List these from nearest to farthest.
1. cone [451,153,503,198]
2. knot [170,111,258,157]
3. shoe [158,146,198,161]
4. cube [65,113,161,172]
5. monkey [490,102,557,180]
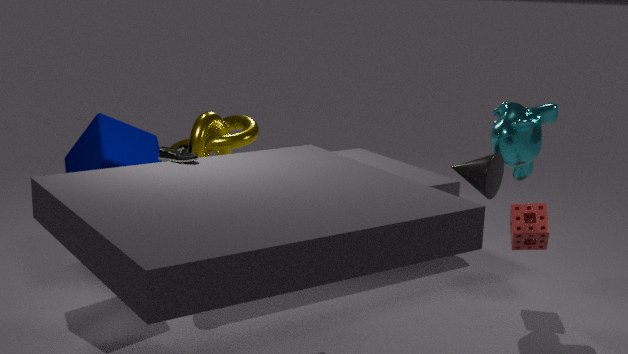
shoe [158,146,198,161] < cone [451,153,503,198] < monkey [490,102,557,180] < cube [65,113,161,172] < knot [170,111,258,157]
